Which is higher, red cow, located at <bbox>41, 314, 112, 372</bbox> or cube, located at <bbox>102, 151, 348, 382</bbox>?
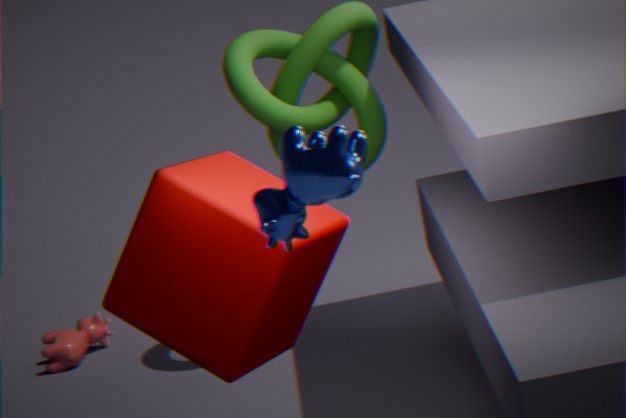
cube, located at <bbox>102, 151, 348, 382</bbox>
